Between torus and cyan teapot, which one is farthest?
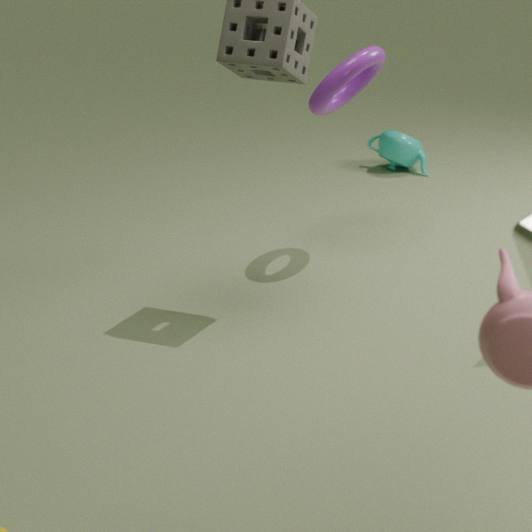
cyan teapot
